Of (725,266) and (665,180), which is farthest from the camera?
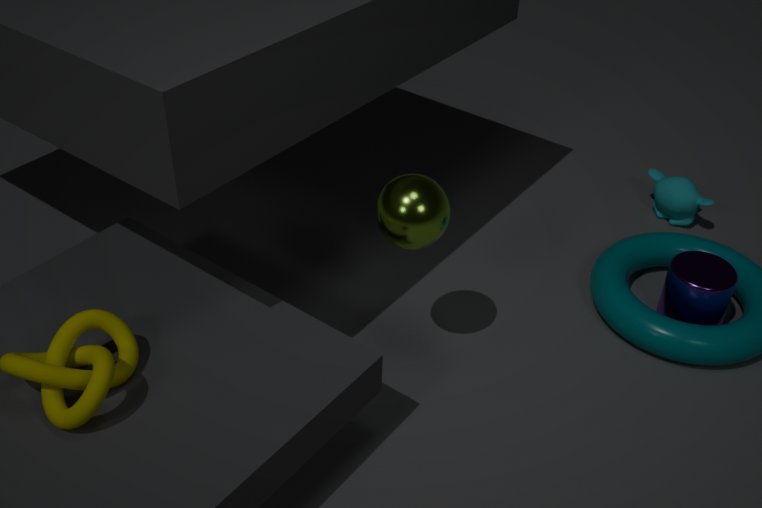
(665,180)
